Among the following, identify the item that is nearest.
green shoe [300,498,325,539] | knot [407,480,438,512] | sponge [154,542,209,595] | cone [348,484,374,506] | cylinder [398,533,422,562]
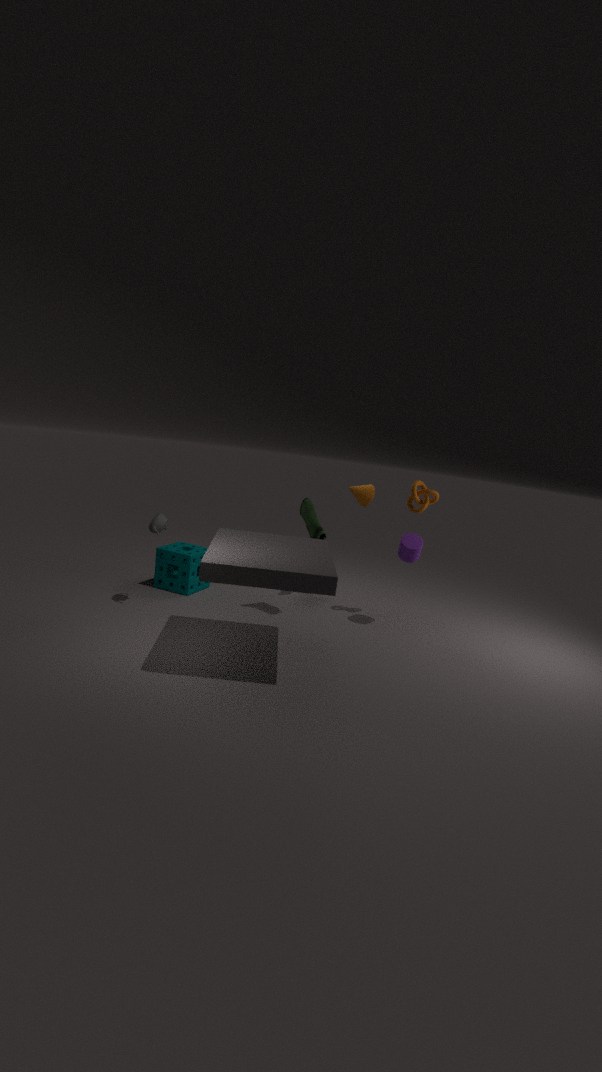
green shoe [300,498,325,539]
